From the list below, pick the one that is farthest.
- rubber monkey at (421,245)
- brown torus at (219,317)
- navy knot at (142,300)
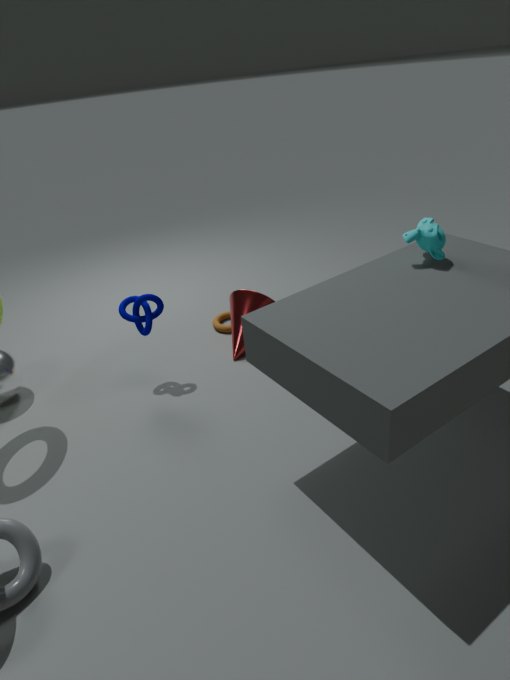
brown torus at (219,317)
